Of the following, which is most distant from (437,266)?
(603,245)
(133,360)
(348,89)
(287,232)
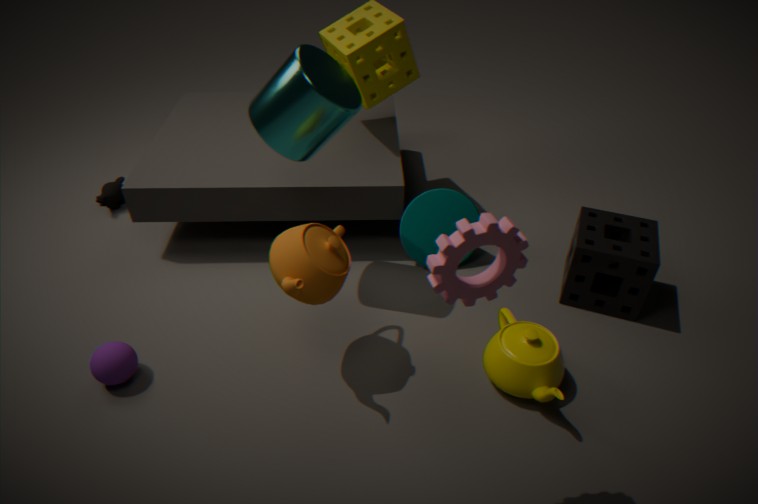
(133,360)
